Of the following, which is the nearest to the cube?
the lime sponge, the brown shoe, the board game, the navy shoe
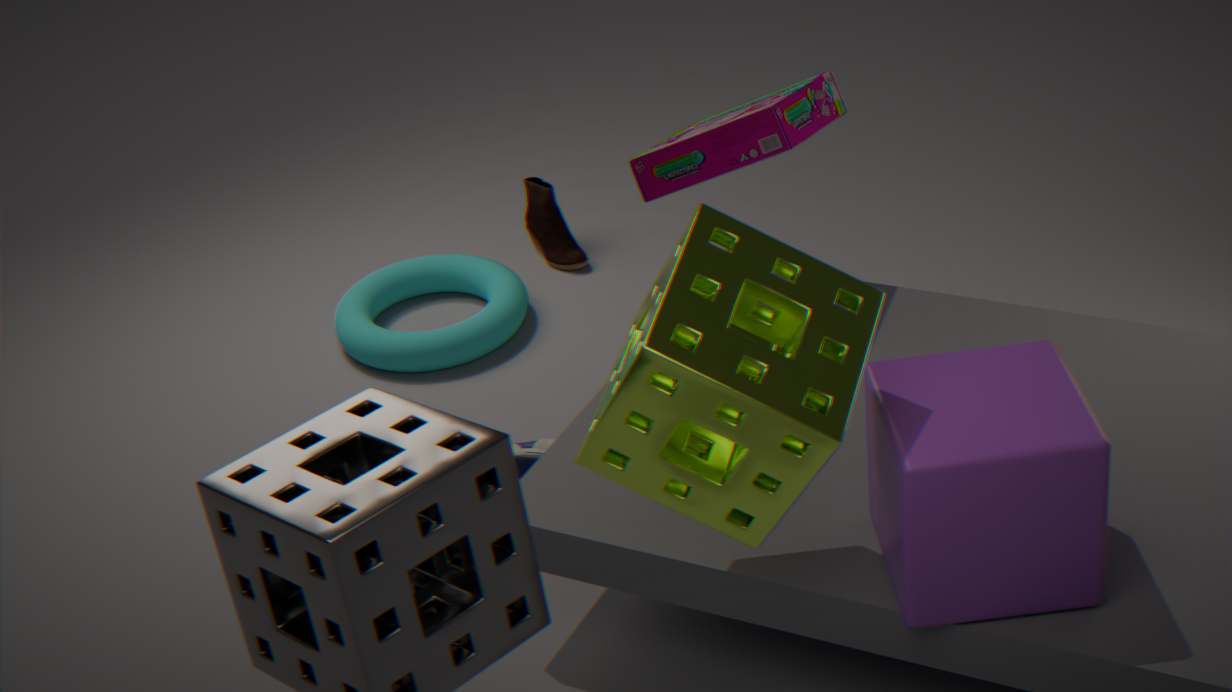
the lime sponge
